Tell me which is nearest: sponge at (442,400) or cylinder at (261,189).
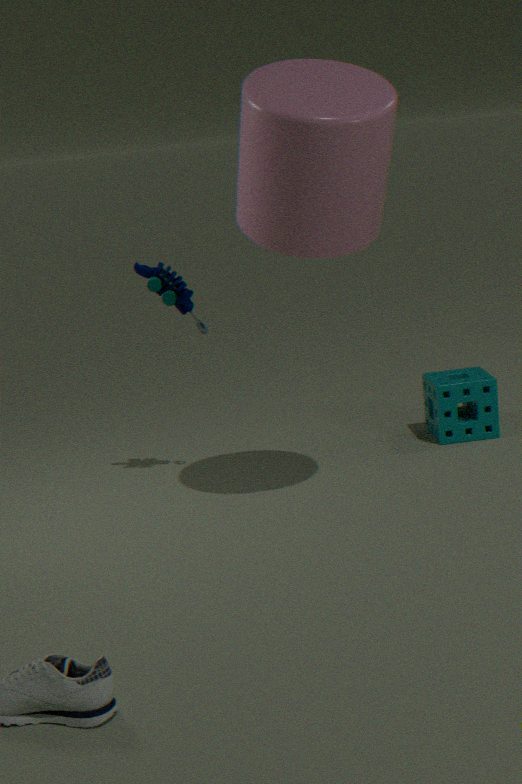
cylinder at (261,189)
